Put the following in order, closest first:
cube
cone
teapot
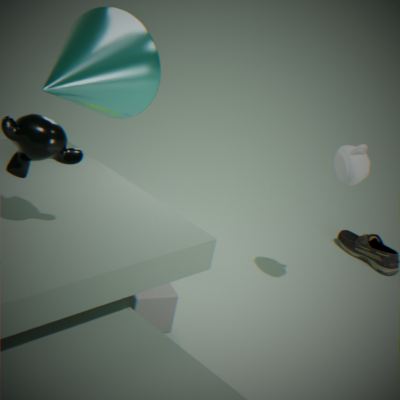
cone < cube < teapot
